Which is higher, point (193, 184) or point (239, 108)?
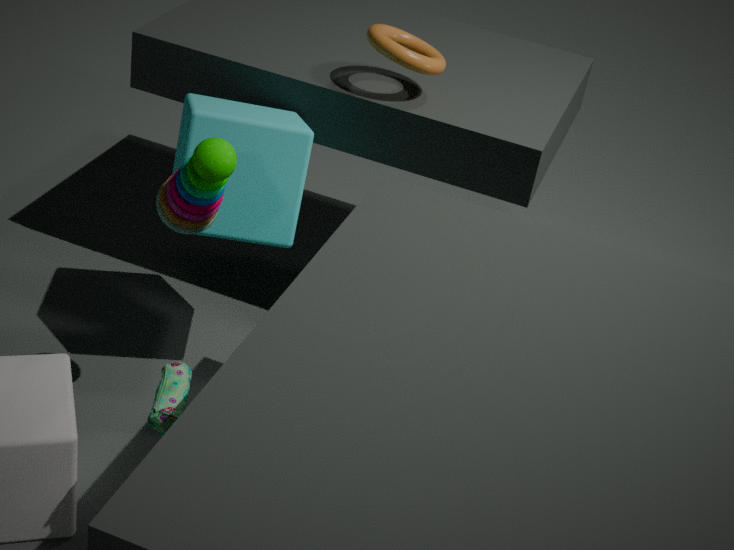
point (193, 184)
